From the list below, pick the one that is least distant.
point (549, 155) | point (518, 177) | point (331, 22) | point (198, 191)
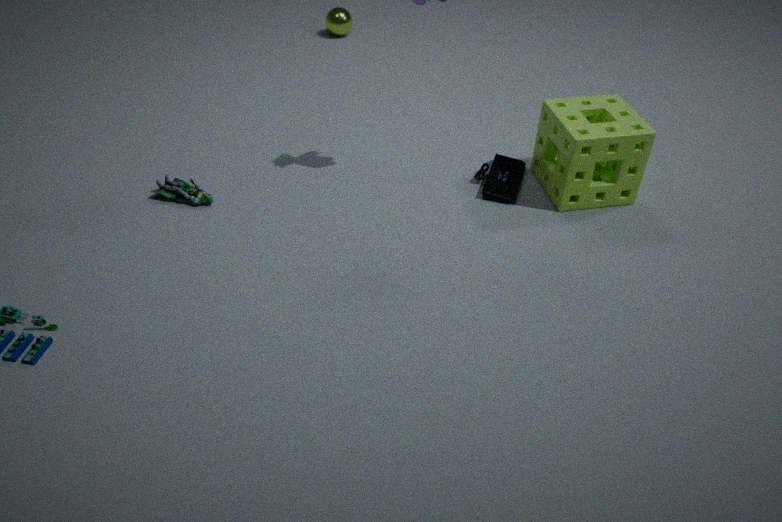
point (198, 191)
